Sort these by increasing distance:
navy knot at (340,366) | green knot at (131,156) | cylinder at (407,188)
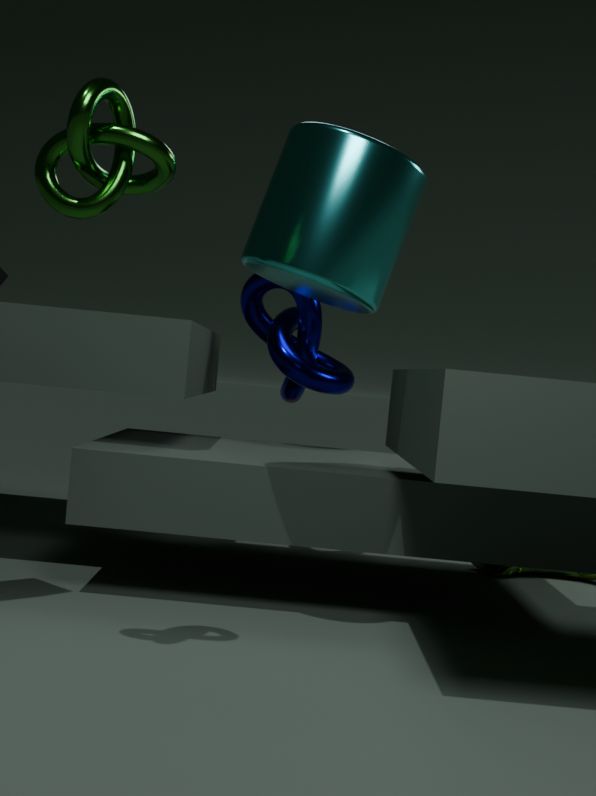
green knot at (131,156), cylinder at (407,188), navy knot at (340,366)
